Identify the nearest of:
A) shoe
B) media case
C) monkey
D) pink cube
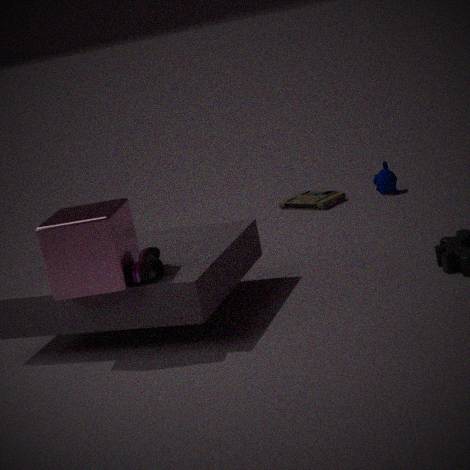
pink cube
